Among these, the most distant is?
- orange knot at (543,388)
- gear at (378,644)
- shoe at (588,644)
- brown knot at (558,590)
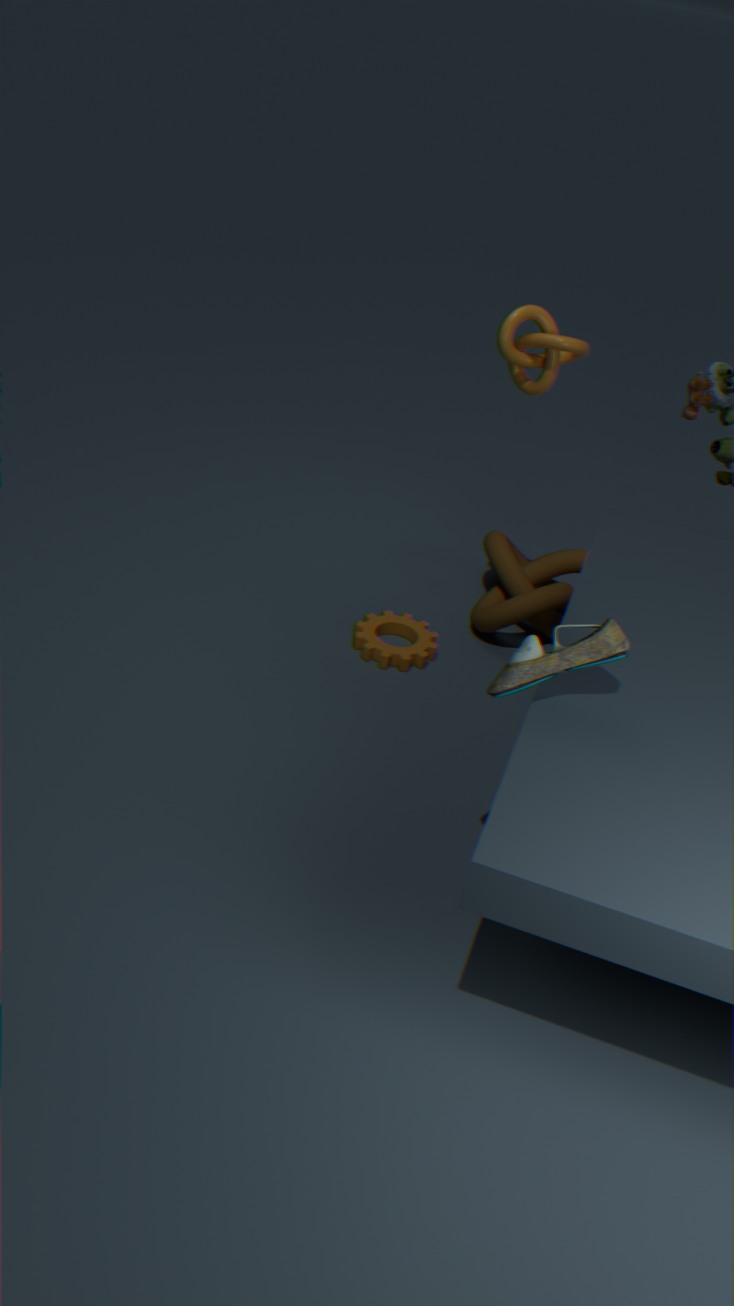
brown knot at (558,590)
